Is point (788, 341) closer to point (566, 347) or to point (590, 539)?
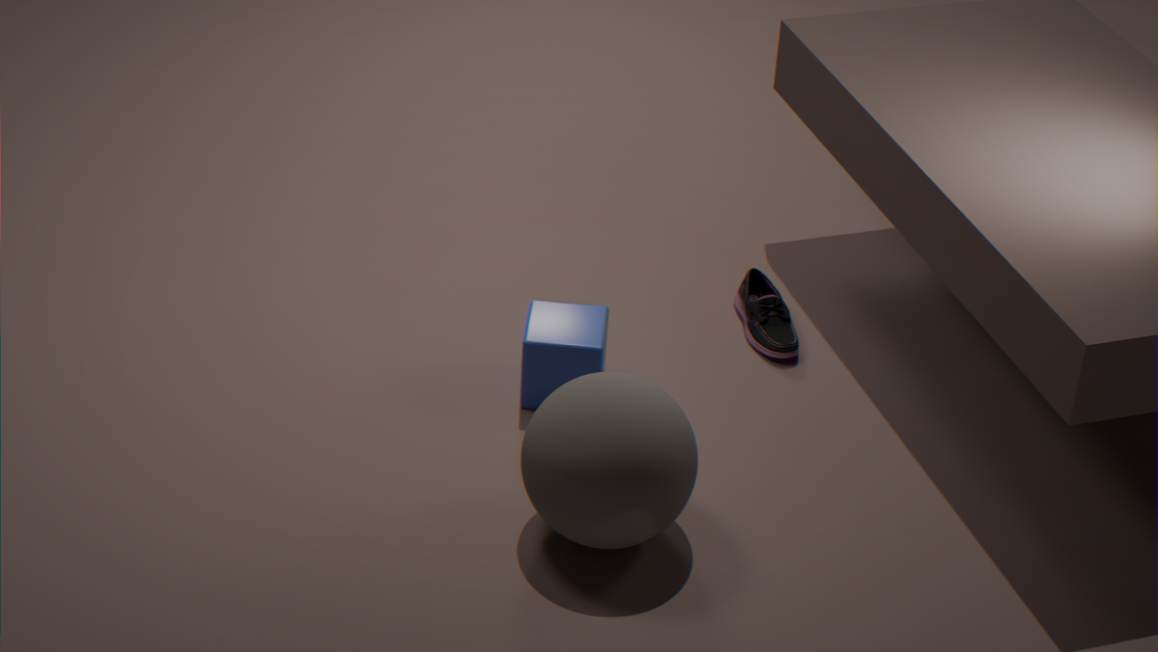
point (566, 347)
